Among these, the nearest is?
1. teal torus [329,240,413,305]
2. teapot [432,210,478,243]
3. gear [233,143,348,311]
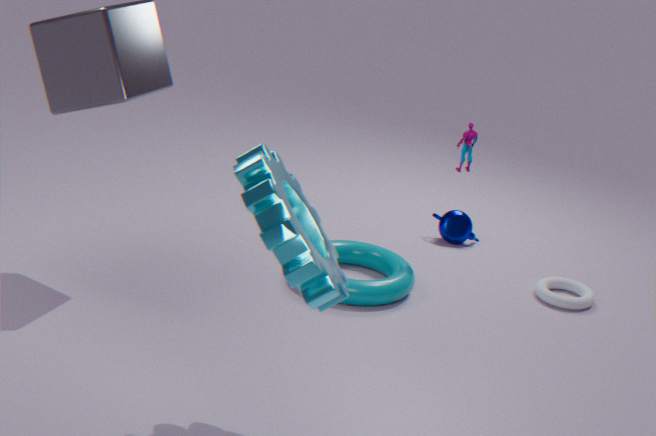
gear [233,143,348,311]
